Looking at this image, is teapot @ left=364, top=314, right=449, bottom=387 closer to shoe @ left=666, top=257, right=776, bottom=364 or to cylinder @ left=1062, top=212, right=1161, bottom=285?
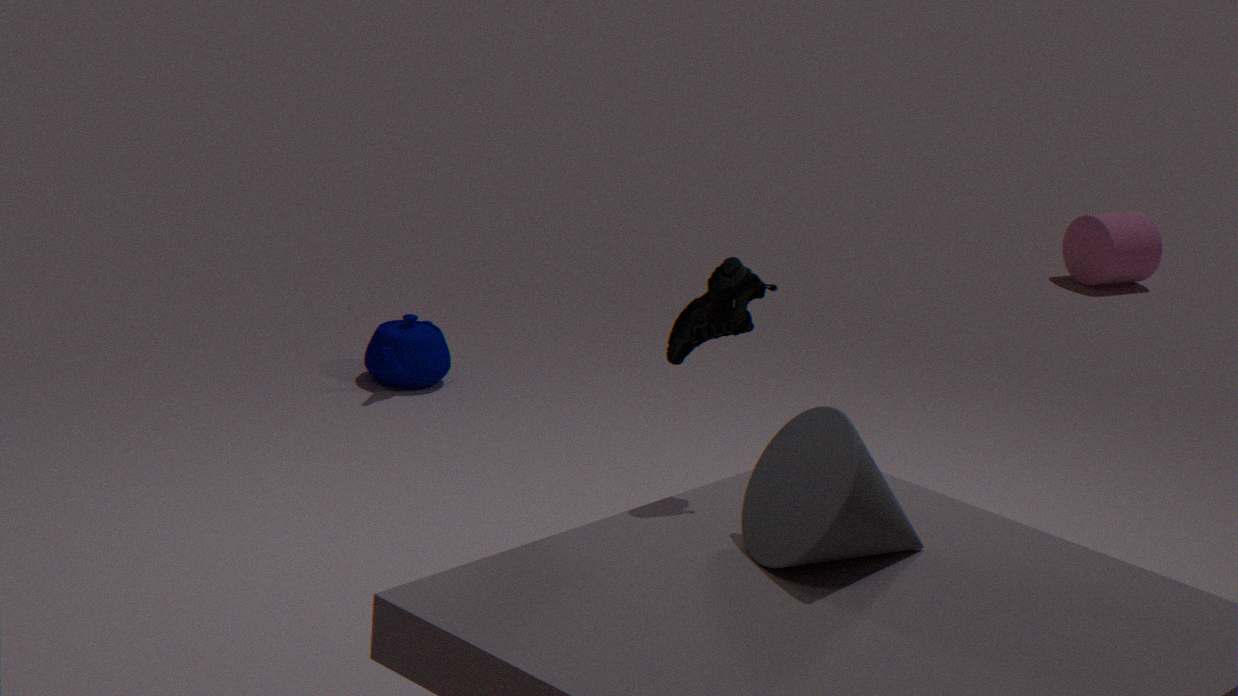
shoe @ left=666, top=257, right=776, bottom=364
